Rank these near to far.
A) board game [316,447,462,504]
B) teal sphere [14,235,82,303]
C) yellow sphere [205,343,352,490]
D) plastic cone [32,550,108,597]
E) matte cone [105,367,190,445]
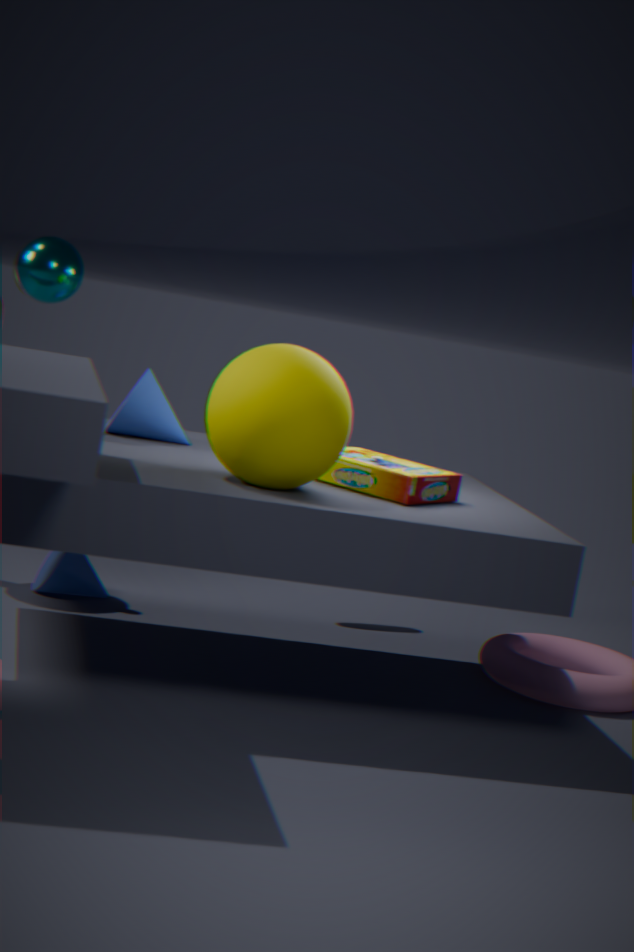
yellow sphere [205,343,352,490]
board game [316,447,462,504]
teal sphere [14,235,82,303]
matte cone [105,367,190,445]
plastic cone [32,550,108,597]
